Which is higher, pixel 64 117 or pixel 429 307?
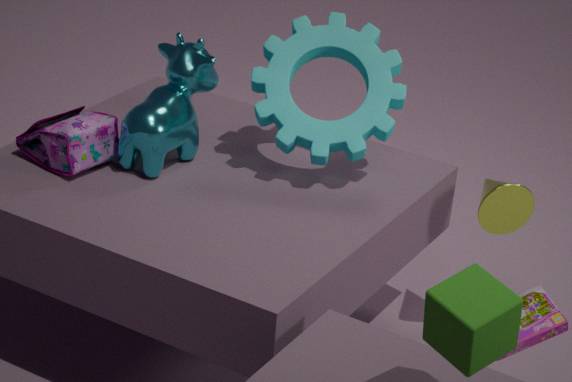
pixel 429 307
